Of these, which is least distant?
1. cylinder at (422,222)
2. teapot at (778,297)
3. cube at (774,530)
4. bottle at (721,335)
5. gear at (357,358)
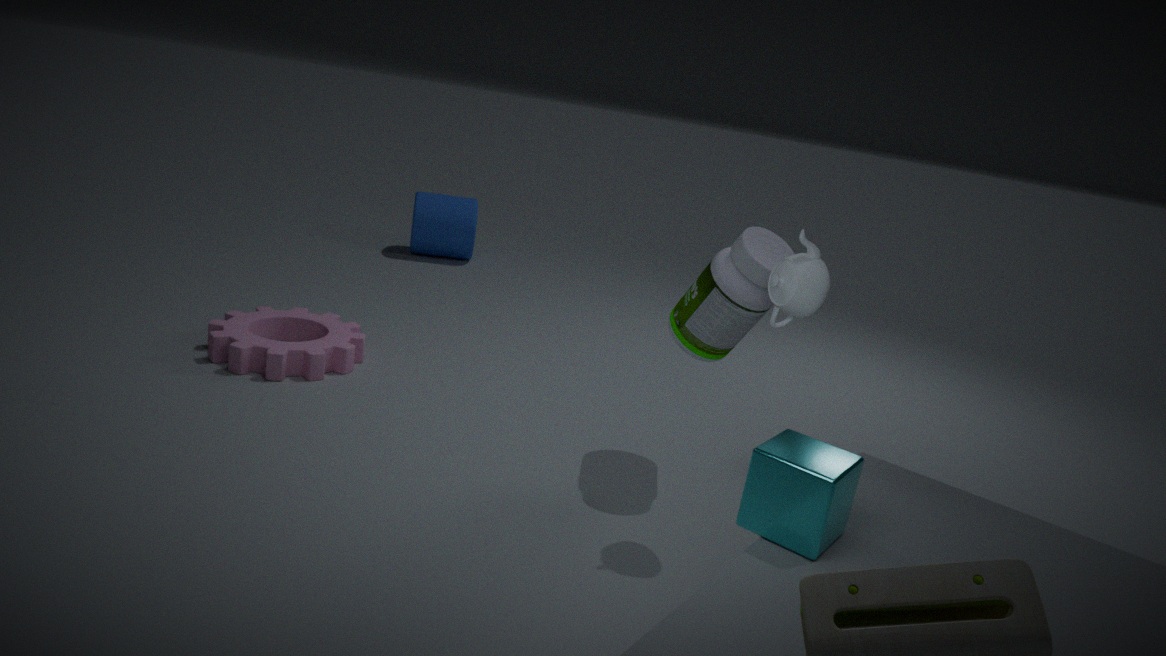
cube at (774,530)
